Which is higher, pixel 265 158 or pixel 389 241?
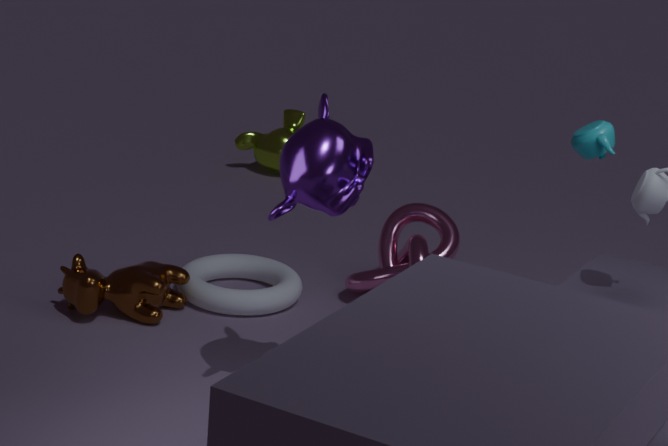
pixel 389 241
